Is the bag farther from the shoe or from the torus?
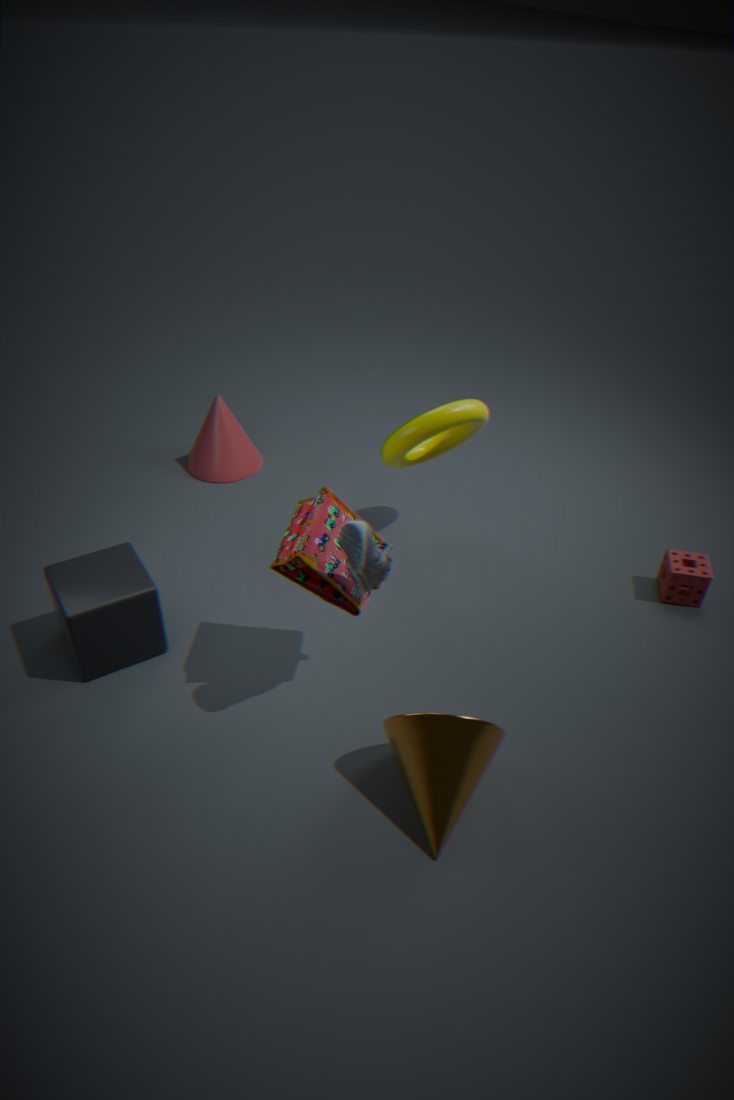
the torus
